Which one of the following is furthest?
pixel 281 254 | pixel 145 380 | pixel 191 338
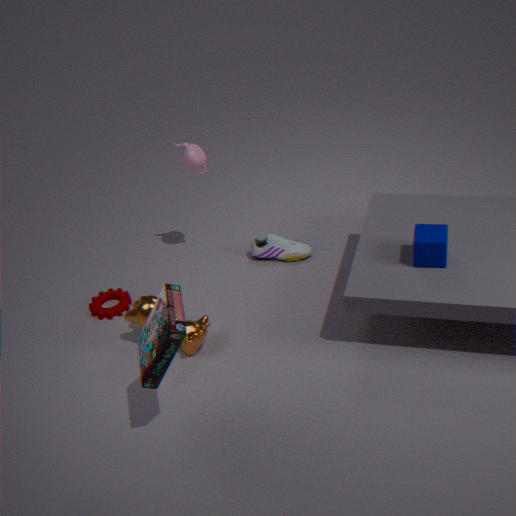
pixel 281 254
